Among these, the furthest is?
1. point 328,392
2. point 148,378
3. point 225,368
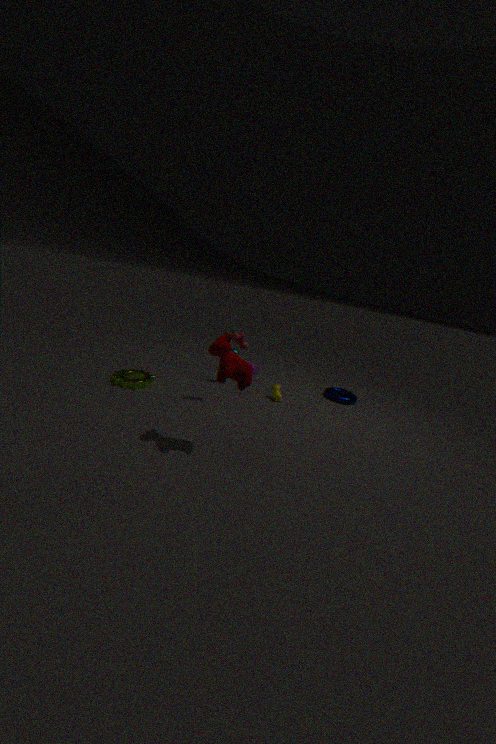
point 328,392
